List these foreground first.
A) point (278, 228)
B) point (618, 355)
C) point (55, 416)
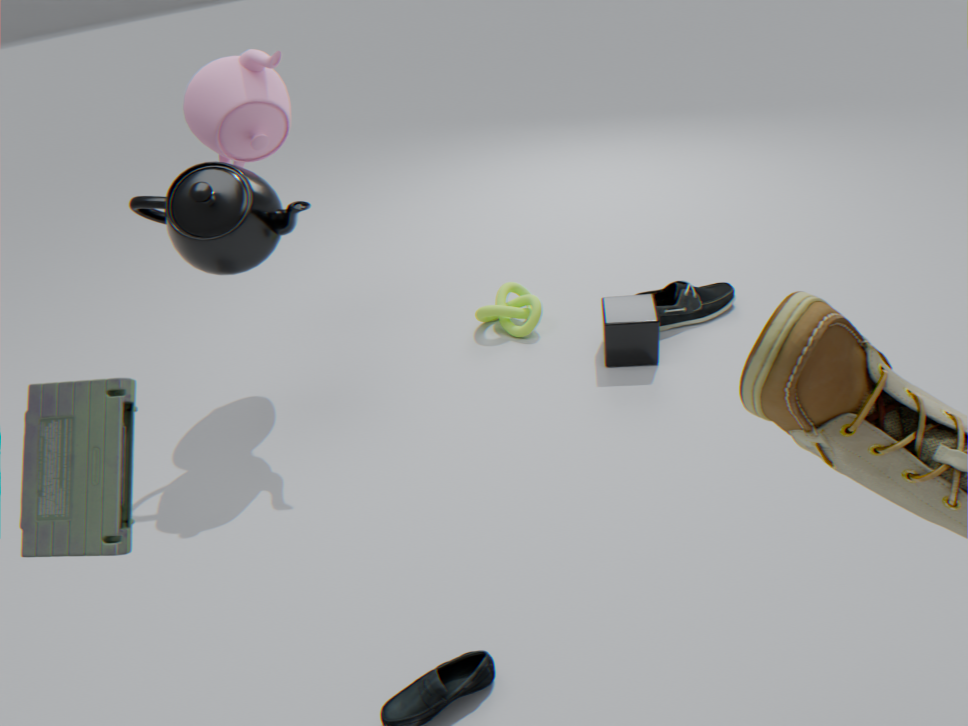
1. point (55, 416)
2. point (278, 228)
3. point (618, 355)
